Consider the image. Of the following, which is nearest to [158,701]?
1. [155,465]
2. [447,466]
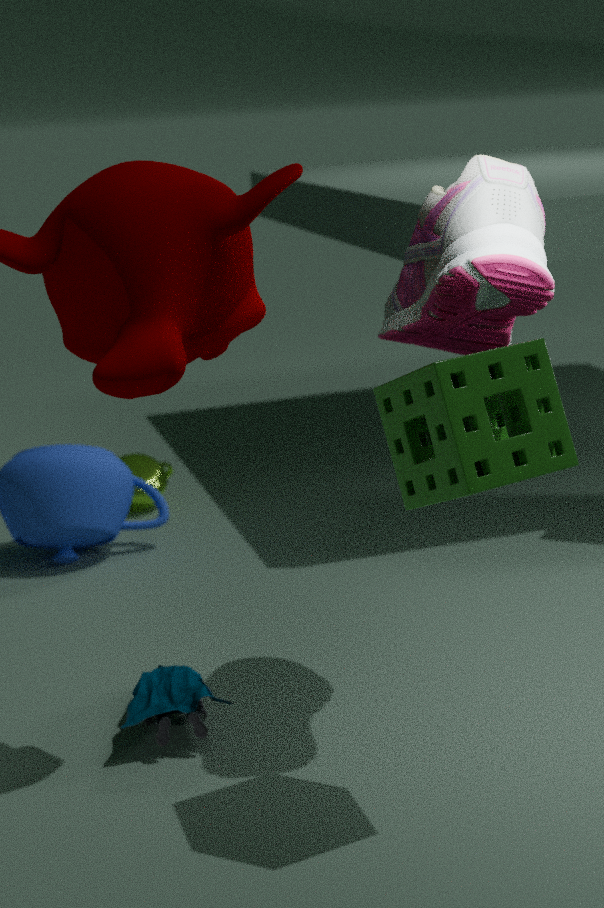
[447,466]
